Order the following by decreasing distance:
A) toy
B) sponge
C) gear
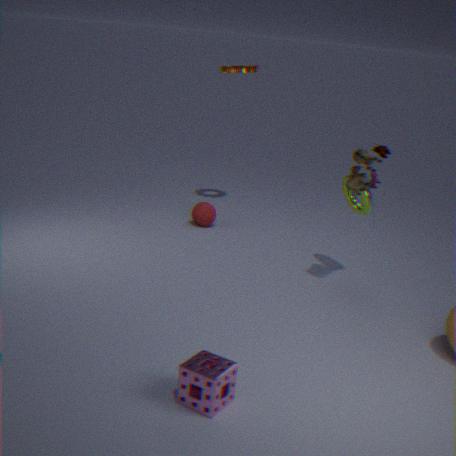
gear, toy, sponge
